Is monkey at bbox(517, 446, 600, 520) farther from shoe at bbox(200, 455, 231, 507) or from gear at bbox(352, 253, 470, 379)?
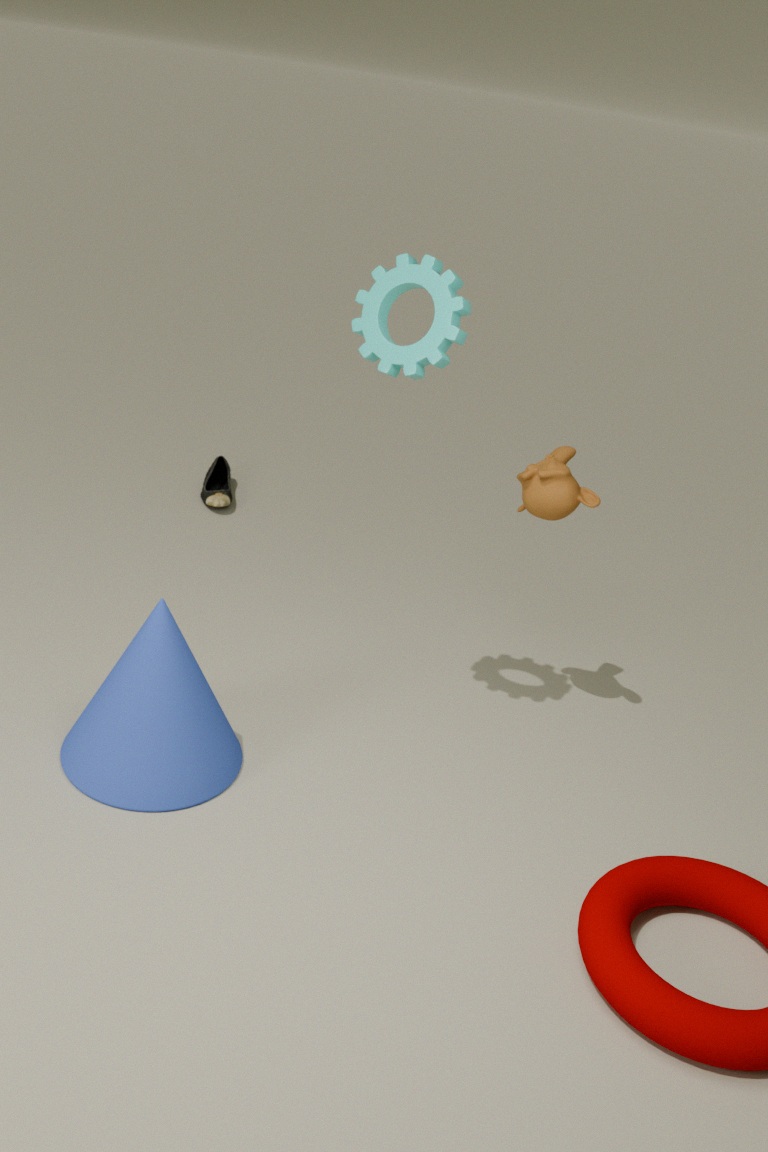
shoe at bbox(200, 455, 231, 507)
